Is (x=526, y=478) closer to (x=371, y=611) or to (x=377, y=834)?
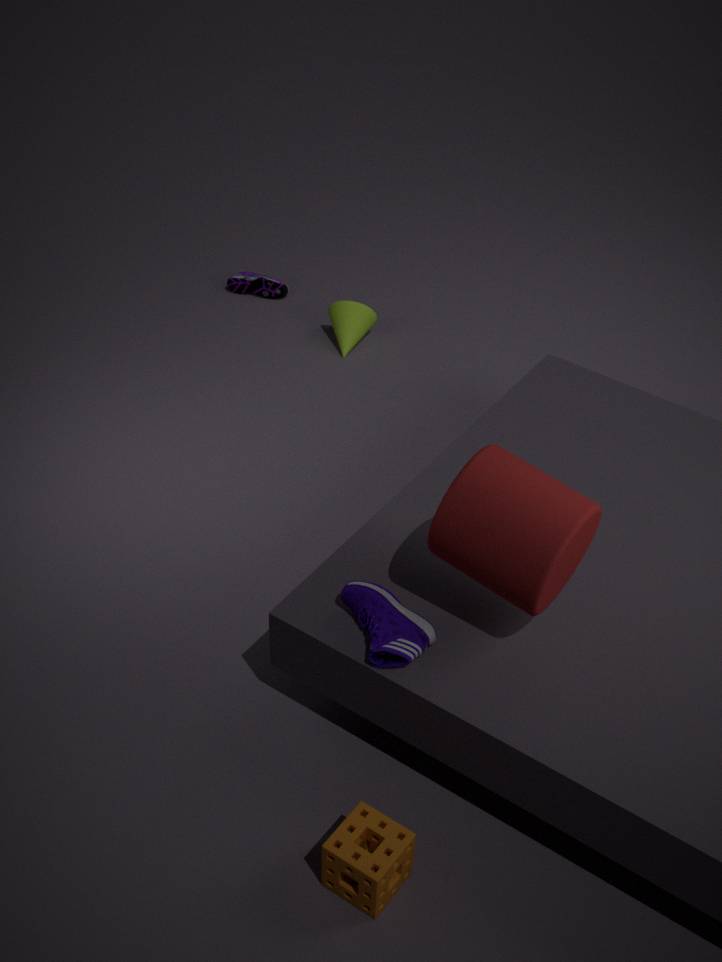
(x=371, y=611)
